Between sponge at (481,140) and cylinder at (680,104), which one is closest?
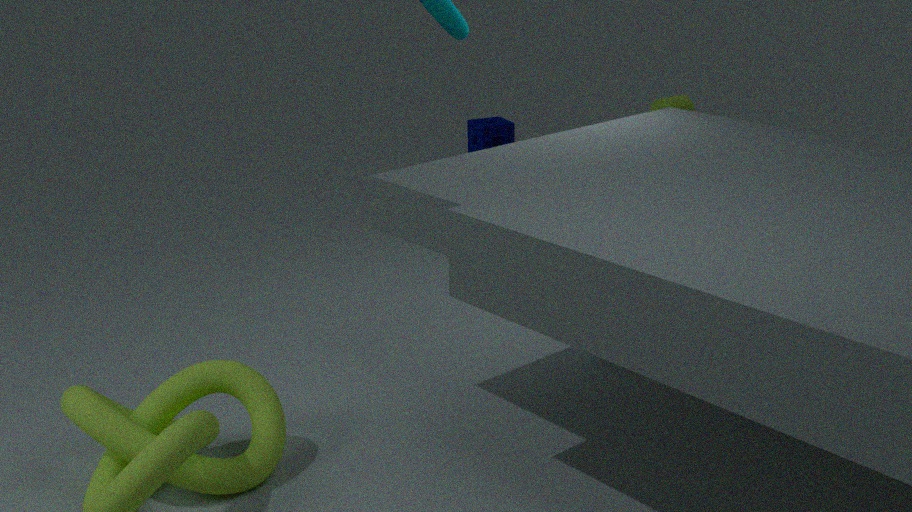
sponge at (481,140)
